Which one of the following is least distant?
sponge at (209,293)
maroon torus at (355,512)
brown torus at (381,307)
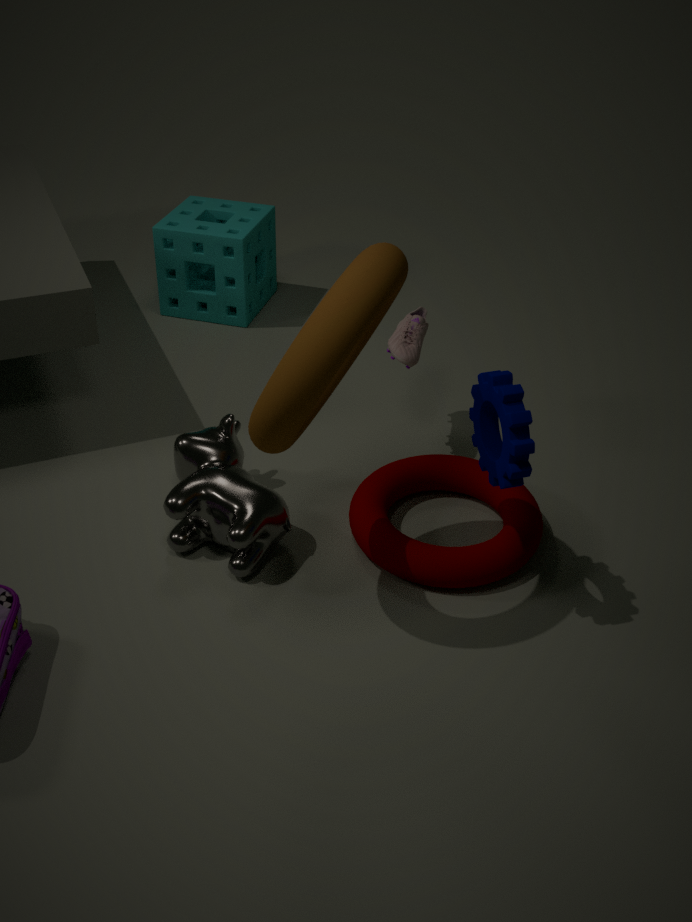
brown torus at (381,307)
